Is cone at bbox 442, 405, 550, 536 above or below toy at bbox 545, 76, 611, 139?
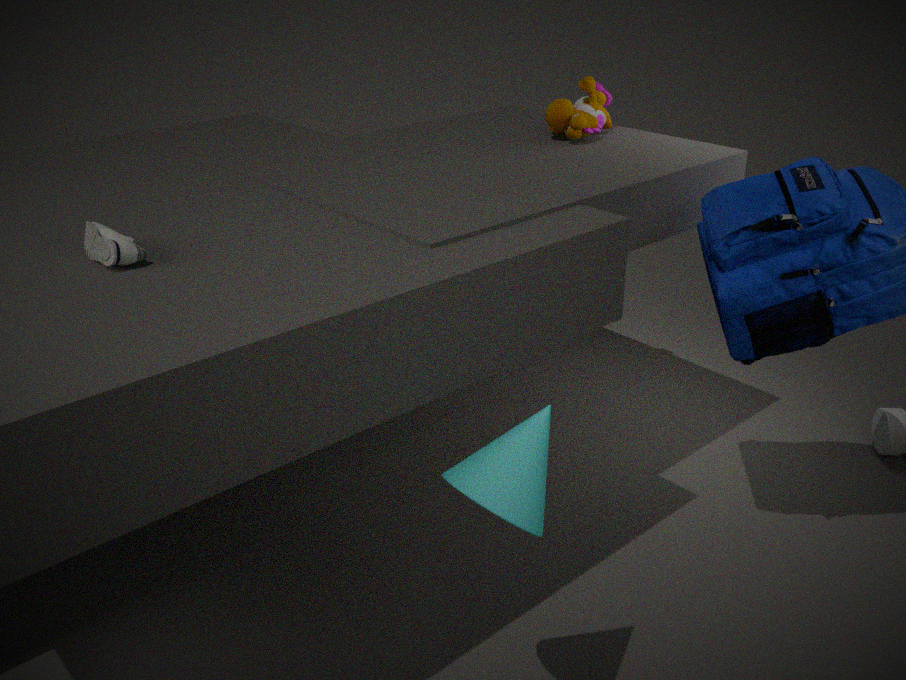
below
